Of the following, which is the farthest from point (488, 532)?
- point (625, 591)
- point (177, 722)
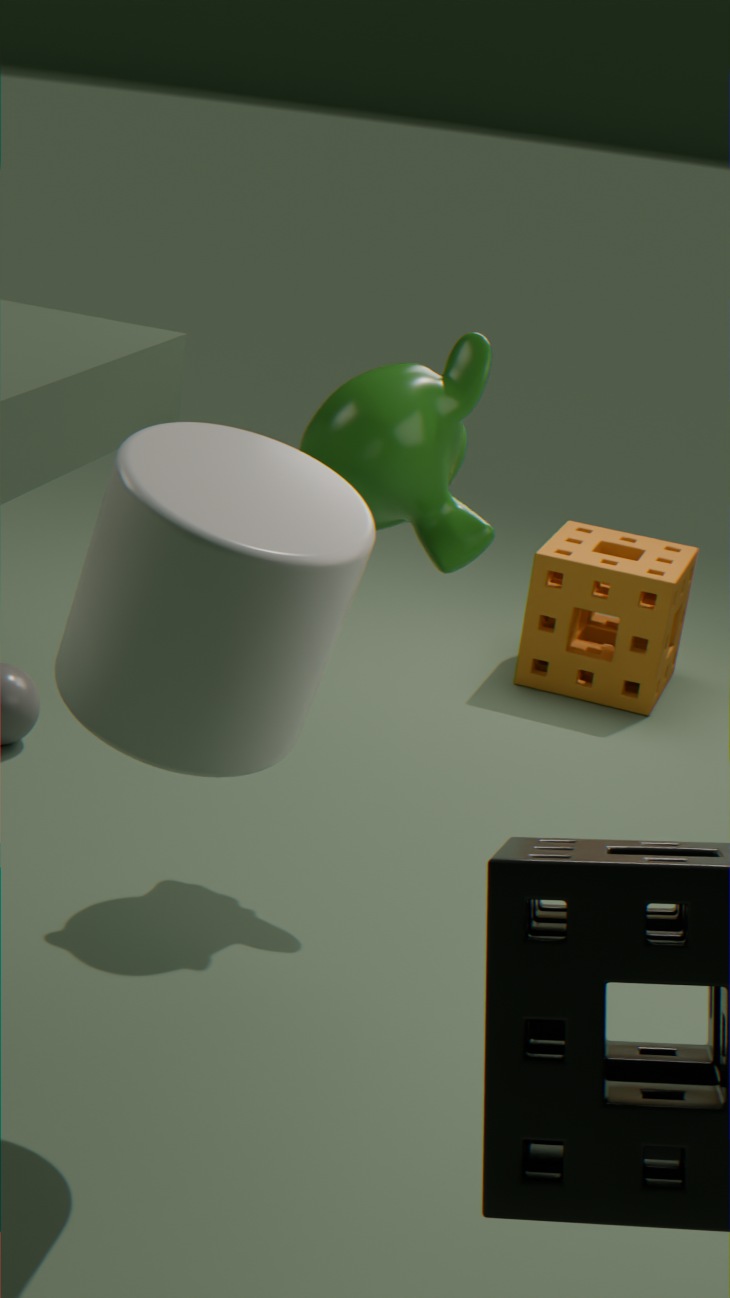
point (625, 591)
